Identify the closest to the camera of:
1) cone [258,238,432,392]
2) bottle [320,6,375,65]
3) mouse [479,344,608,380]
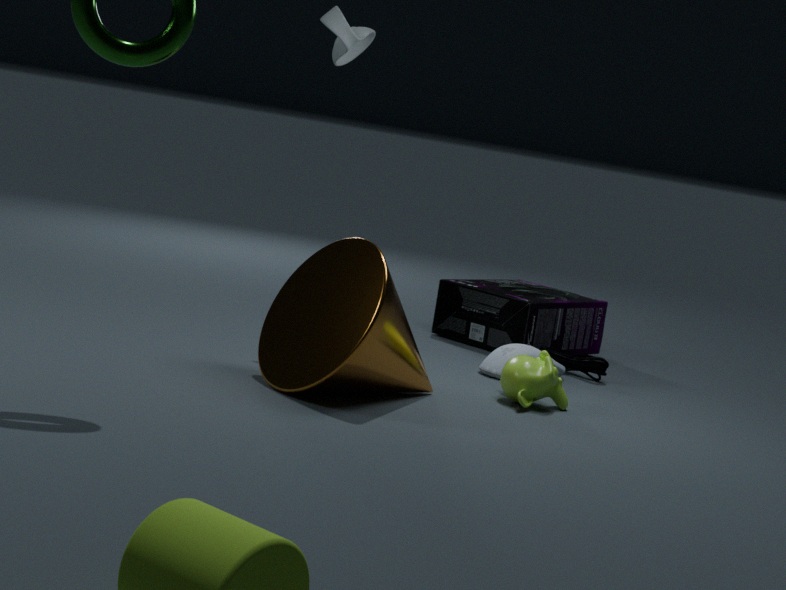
1. cone [258,238,432,392]
